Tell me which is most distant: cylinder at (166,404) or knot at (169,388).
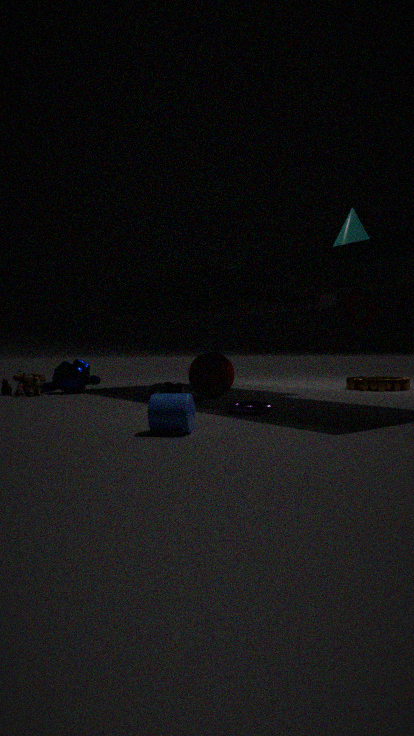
knot at (169,388)
